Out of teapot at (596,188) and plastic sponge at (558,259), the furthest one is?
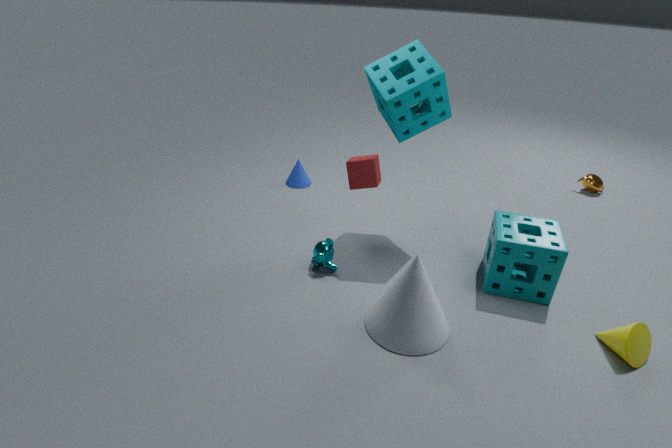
teapot at (596,188)
